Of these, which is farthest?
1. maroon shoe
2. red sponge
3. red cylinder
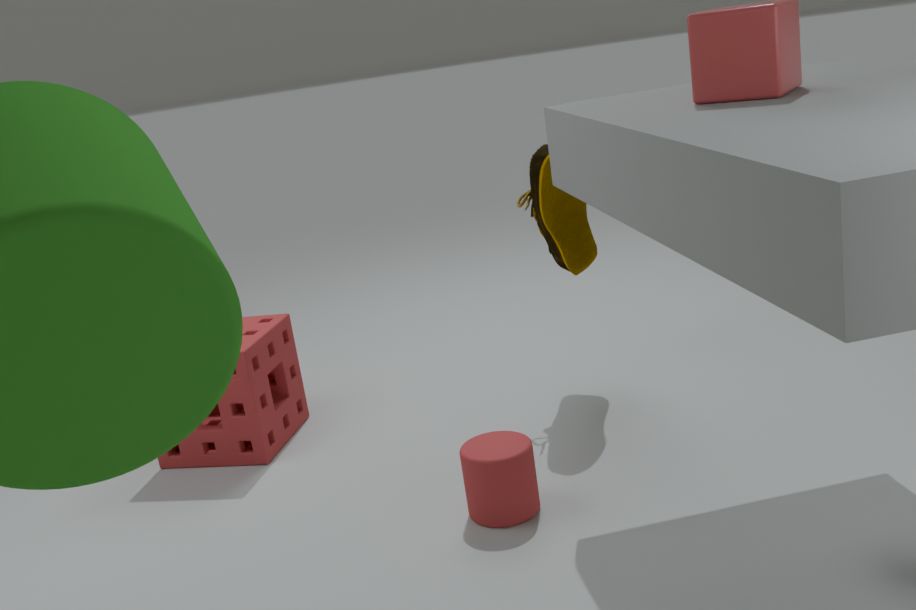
red sponge
